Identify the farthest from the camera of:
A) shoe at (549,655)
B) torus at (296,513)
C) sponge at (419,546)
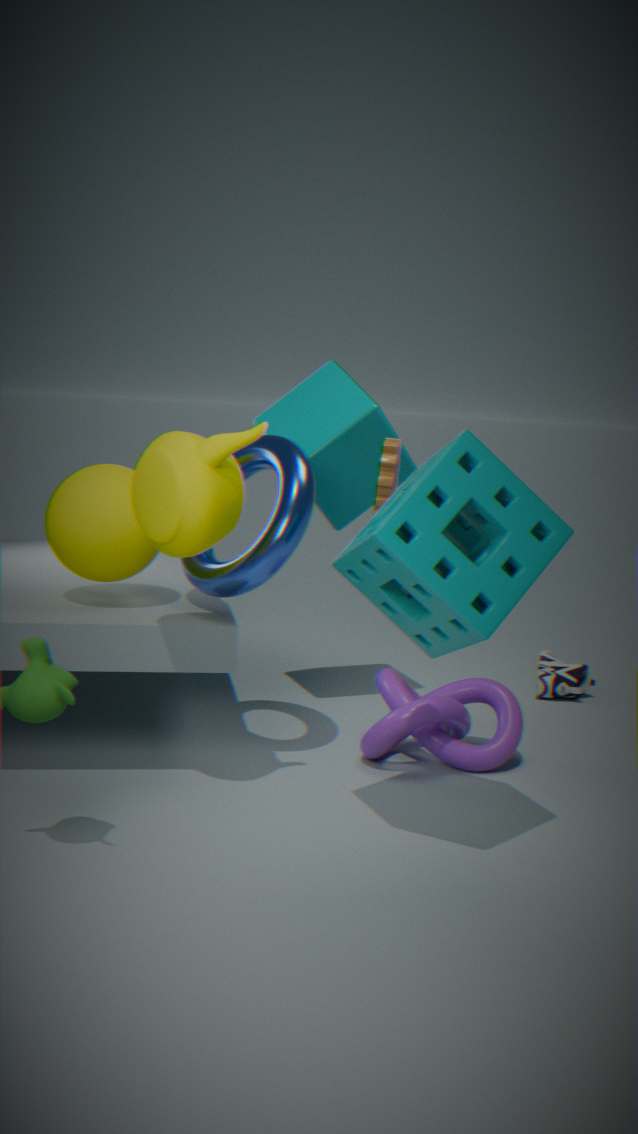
shoe at (549,655)
